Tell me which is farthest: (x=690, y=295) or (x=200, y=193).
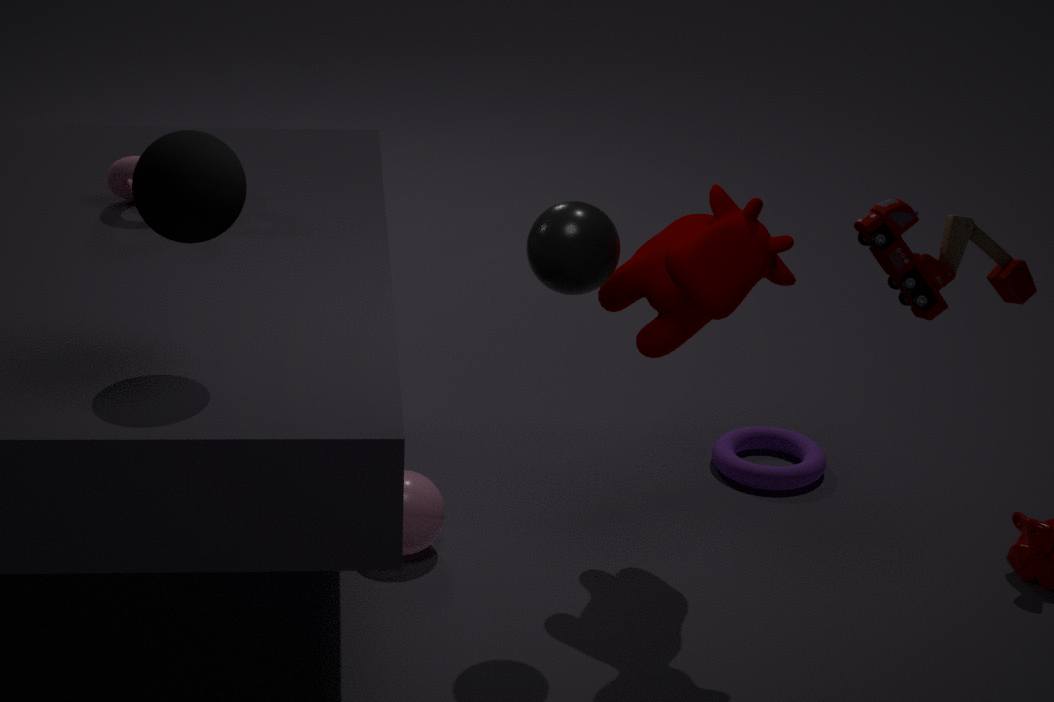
(x=690, y=295)
